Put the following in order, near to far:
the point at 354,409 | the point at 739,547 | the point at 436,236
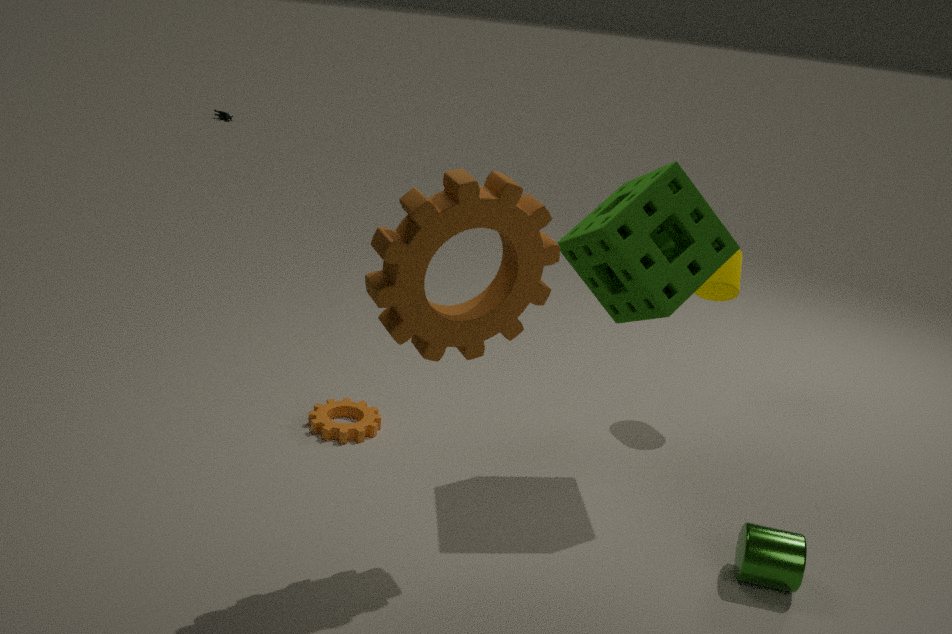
the point at 436,236, the point at 739,547, the point at 354,409
